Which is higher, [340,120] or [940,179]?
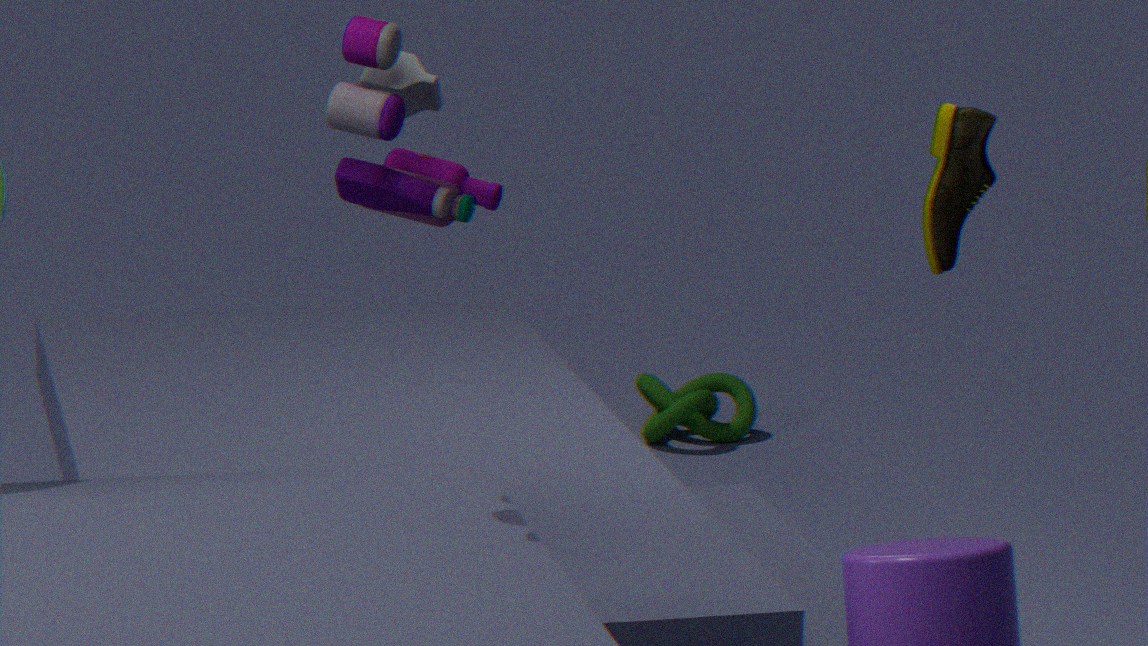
→ [340,120]
